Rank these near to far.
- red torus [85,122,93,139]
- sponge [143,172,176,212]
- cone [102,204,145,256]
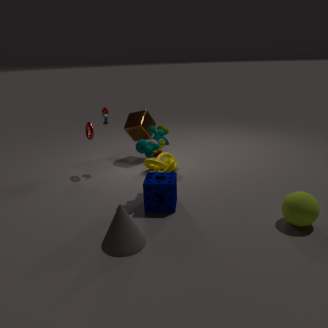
1. cone [102,204,145,256]
2. sponge [143,172,176,212]
3. red torus [85,122,93,139]
